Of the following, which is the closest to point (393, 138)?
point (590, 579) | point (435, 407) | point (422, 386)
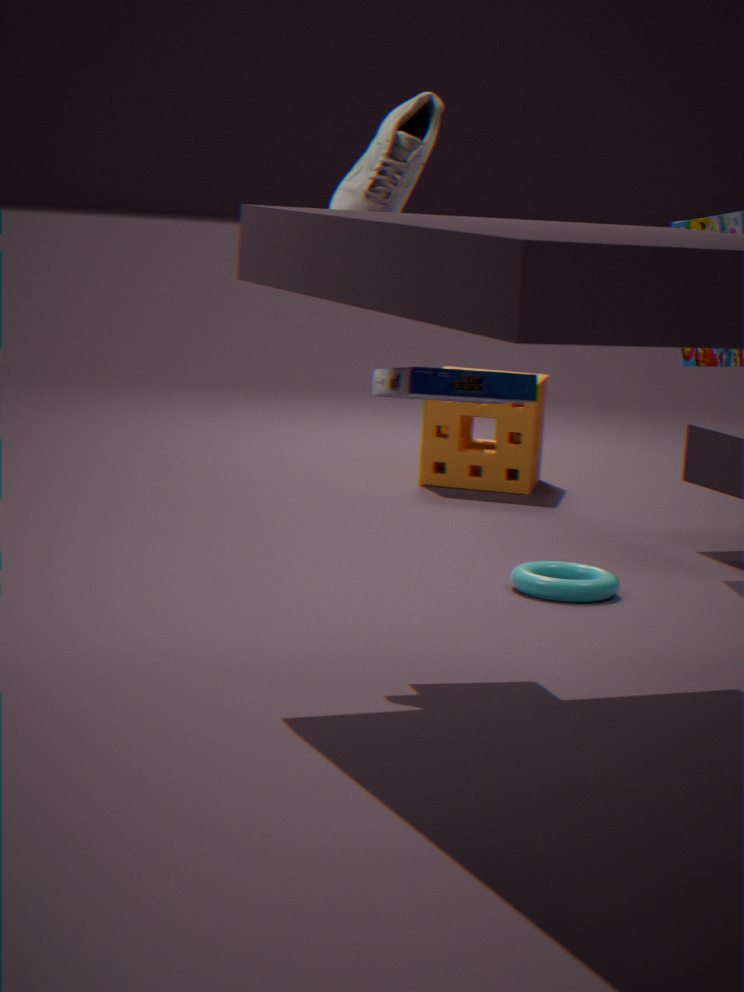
point (422, 386)
